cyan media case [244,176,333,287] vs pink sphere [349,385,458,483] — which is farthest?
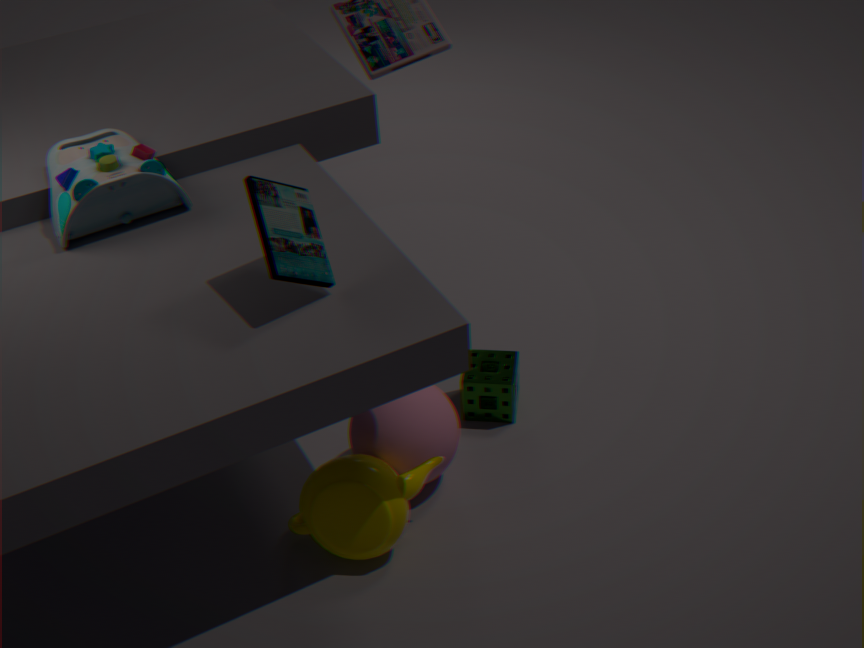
pink sphere [349,385,458,483]
